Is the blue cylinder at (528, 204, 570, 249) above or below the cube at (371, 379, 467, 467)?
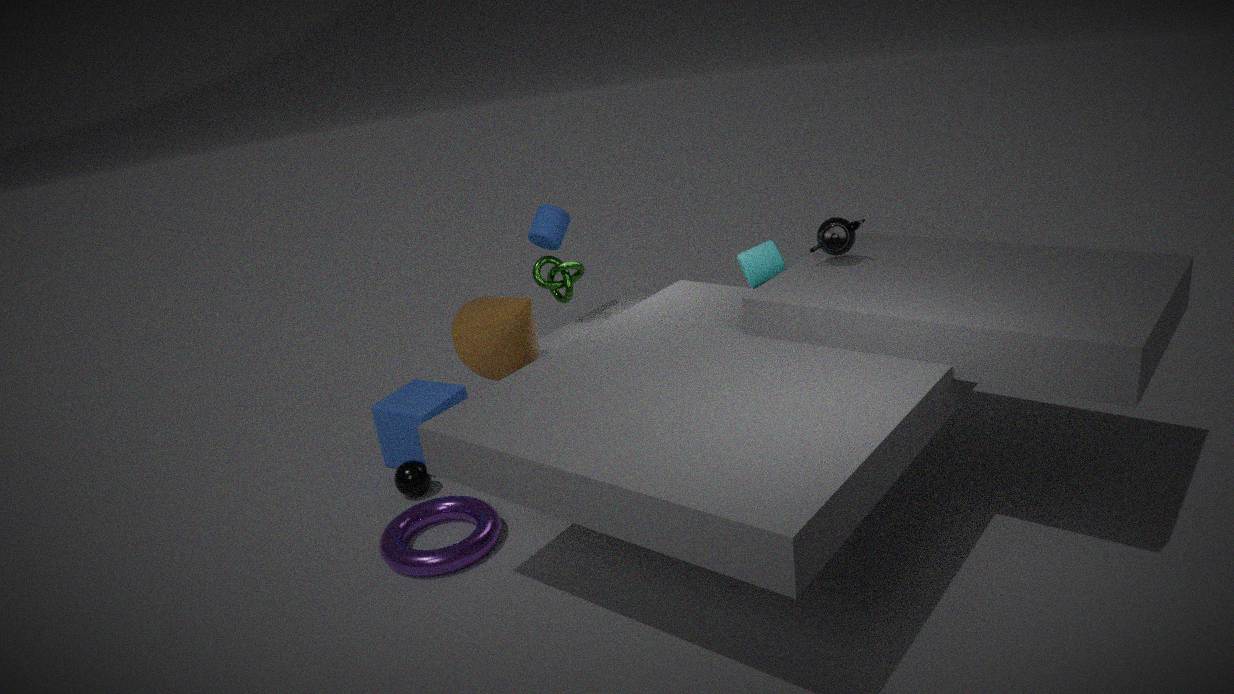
above
